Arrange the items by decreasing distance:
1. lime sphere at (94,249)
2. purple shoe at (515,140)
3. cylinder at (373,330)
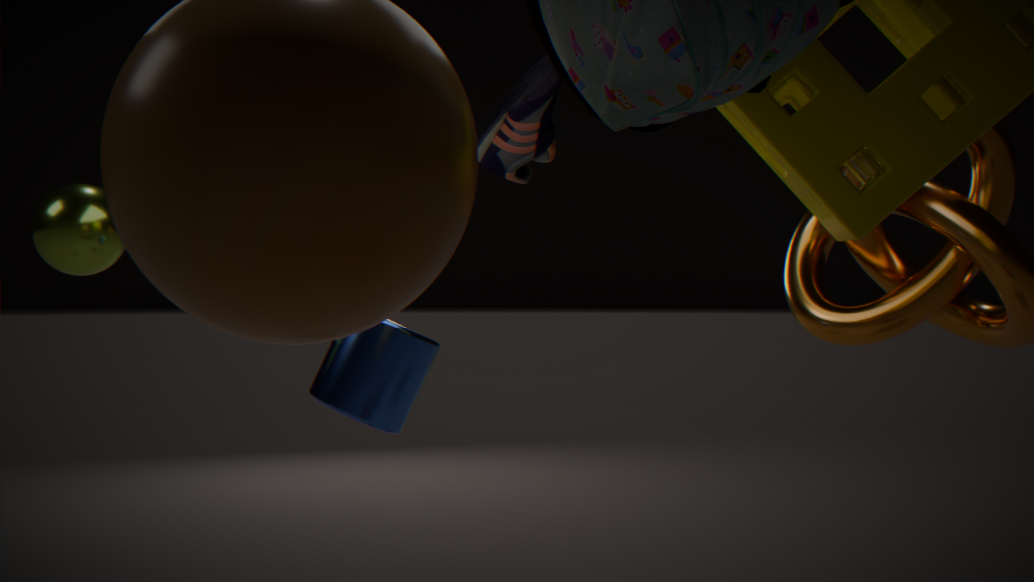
purple shoe at (515,140)
lime sphere at (94,249)
cylinder at (373,330)
